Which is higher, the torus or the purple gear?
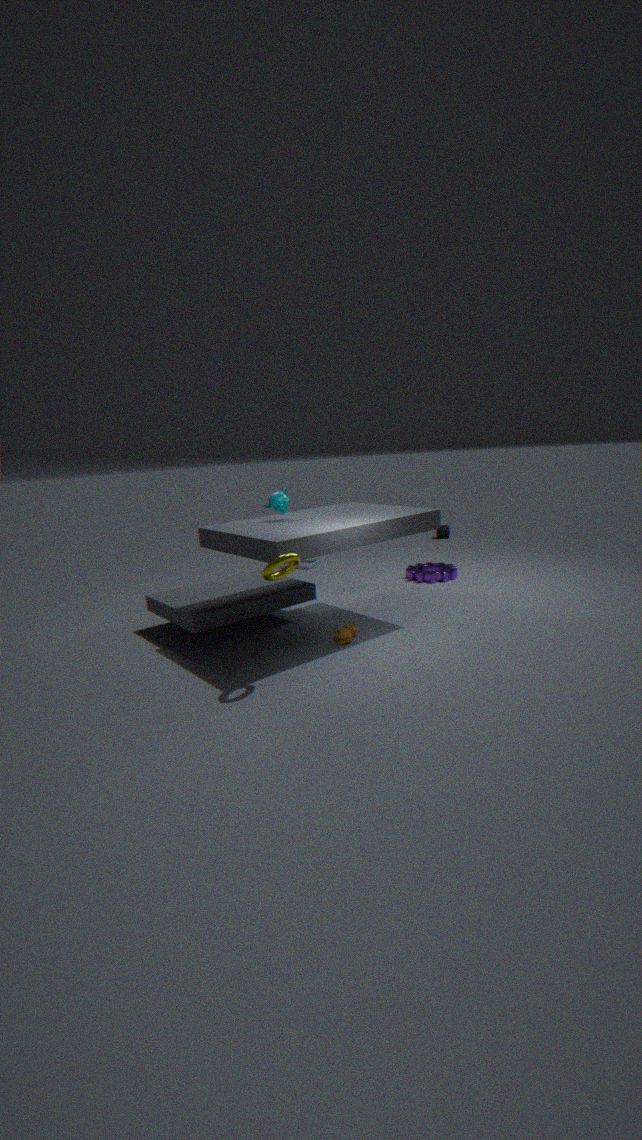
the torus
